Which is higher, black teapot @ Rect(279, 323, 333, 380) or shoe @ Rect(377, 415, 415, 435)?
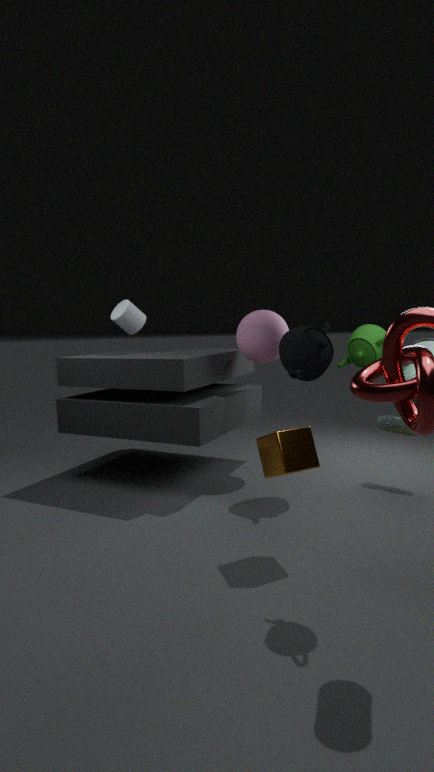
black teapot @ Rect(279, 323, 333, 380)
